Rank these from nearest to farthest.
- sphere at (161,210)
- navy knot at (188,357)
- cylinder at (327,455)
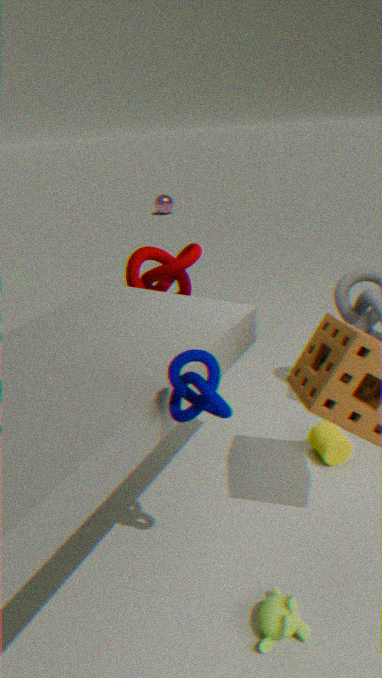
navy knot at (188,357)
cylinder at (327,455)
sphere at (161,210)
